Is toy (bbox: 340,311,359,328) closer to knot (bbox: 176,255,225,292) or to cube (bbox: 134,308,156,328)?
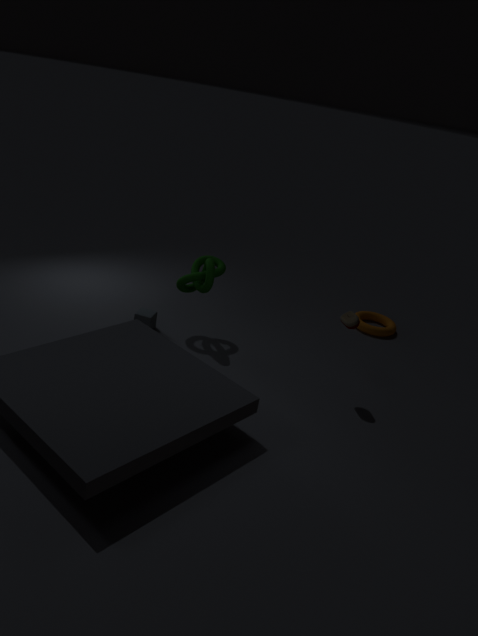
knot (bbox: 176,255,225,292)
